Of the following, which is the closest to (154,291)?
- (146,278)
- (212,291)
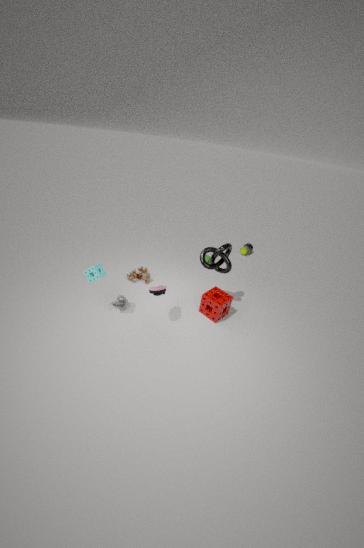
(212,291)
